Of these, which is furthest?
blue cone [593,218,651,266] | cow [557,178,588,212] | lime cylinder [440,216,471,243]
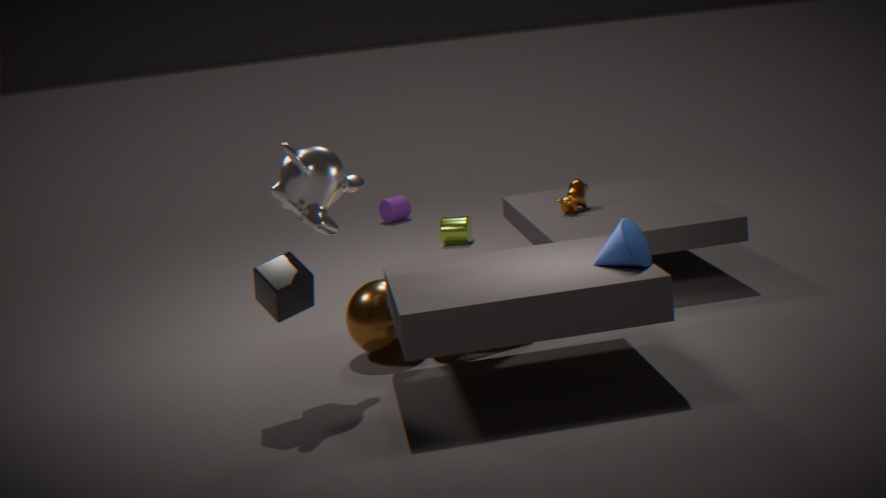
lime cylinder [440,216,471,243]
